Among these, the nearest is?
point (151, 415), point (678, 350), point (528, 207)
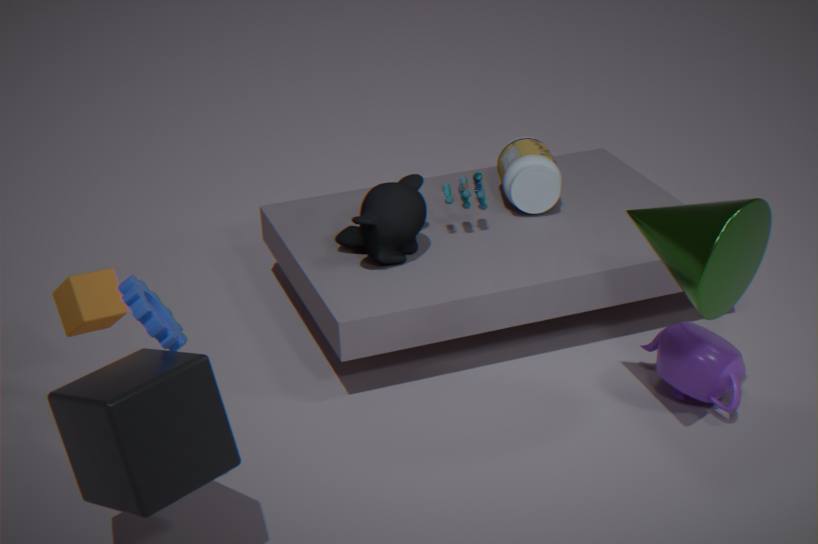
point (151, 415)
